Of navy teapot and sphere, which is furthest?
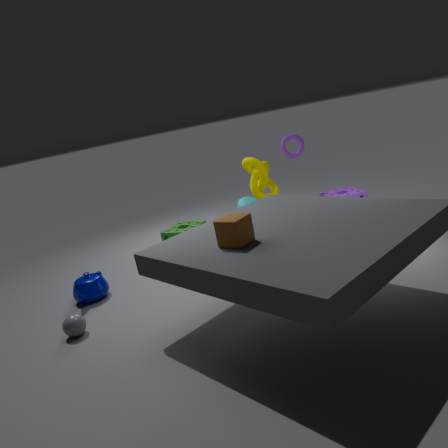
navy teapot
